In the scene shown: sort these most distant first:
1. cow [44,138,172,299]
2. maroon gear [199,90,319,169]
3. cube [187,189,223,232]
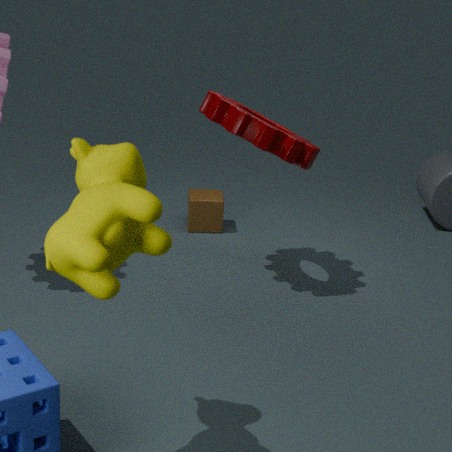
cube [187,189,223,232], maroon gear [199,90,319,169], cow [44,138,172,299]
